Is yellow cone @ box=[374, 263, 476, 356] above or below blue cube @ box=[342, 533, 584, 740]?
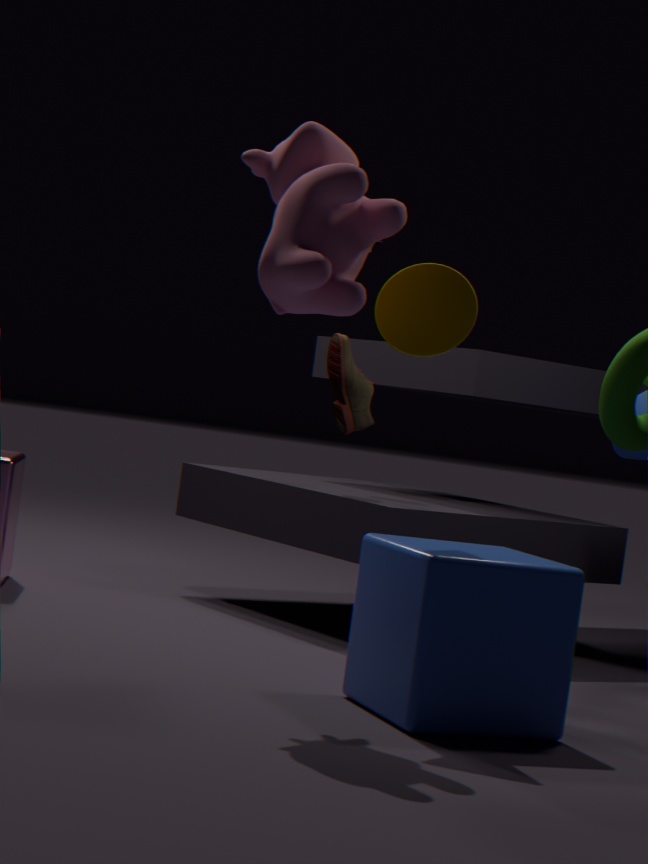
above
